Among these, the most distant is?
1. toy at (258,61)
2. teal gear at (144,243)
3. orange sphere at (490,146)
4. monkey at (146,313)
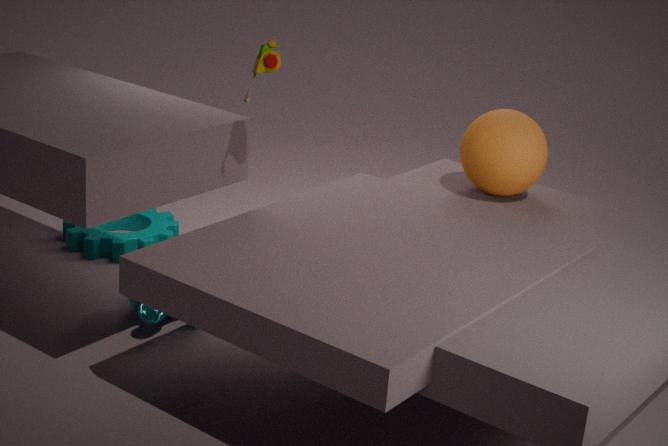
teal gear at (144,243)
